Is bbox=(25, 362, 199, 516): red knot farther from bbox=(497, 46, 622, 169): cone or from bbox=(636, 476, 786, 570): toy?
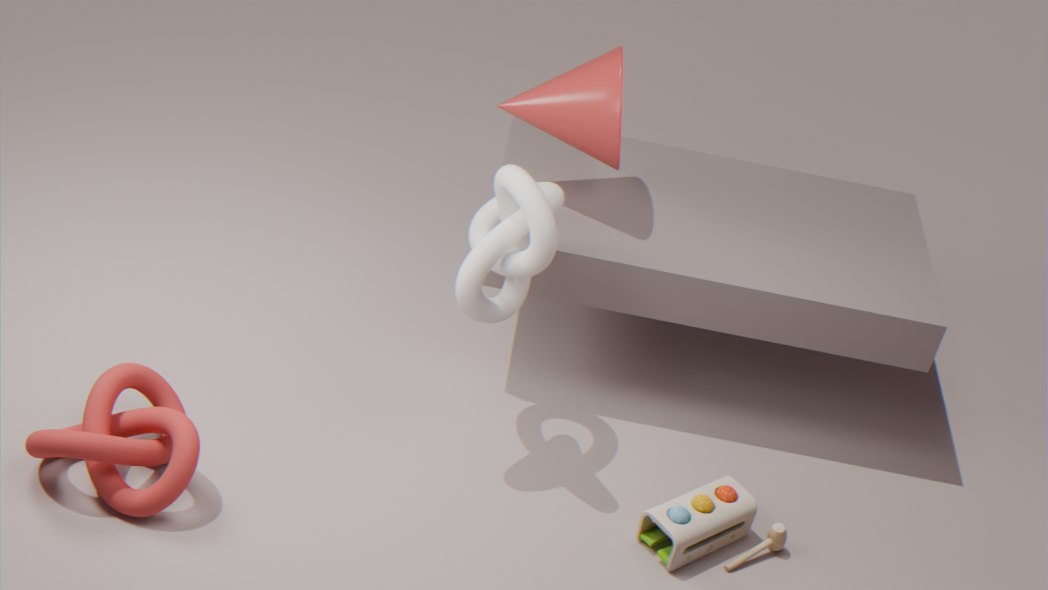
bbox=(497, 46, 622, 169): cone
